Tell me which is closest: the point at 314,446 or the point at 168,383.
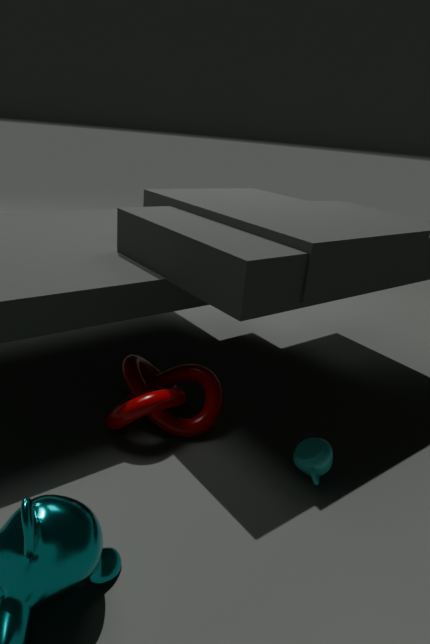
the point at 314,446
